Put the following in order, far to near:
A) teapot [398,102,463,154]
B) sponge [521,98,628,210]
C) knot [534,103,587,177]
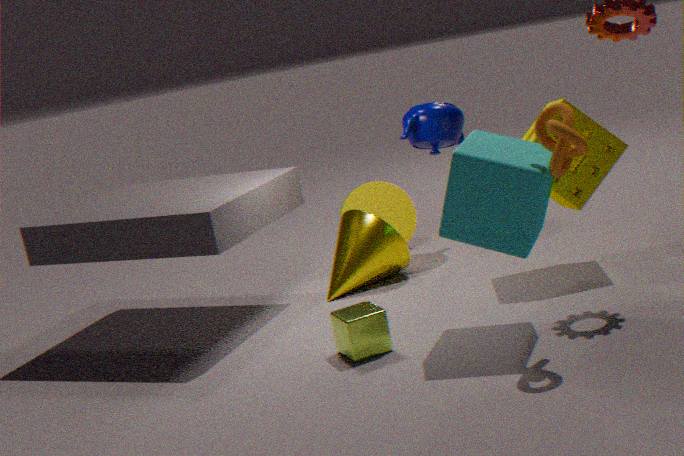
teapot [398,102,463,154] < sponge [521,98,628,210] < knot [534,103,587,177]
